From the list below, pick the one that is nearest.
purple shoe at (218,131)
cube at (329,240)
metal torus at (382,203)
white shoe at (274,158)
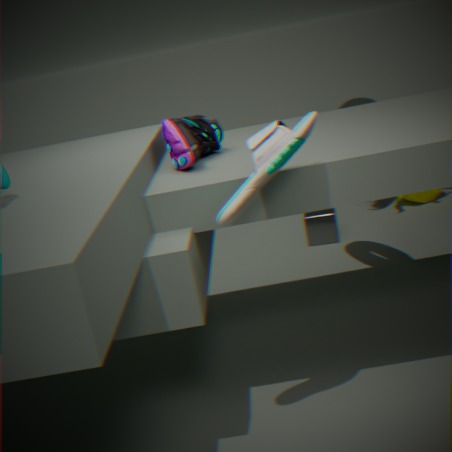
white shoe at (274,158)
